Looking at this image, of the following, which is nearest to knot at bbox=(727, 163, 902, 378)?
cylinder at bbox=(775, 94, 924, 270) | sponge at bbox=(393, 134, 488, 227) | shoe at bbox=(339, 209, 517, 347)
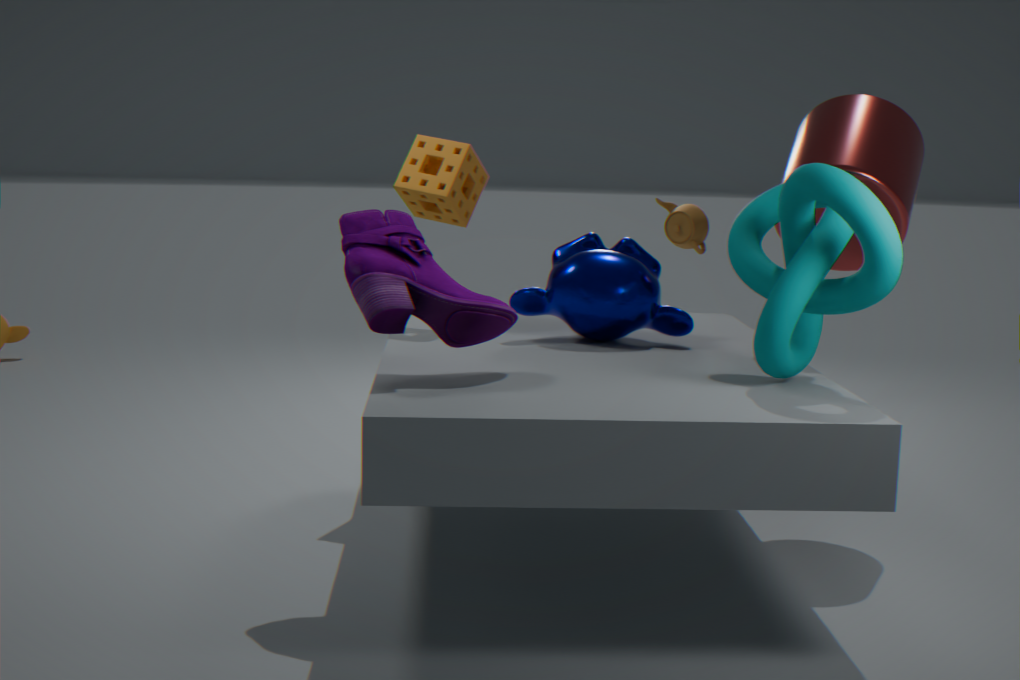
cylinder at bbox=(775, 94, 924, 270)
